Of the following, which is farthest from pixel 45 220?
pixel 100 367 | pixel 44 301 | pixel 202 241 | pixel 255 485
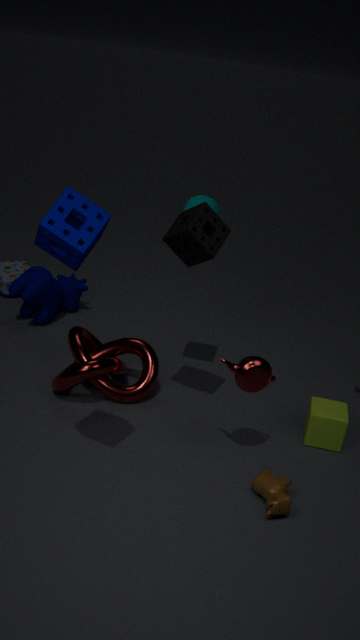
pixel 44 301
